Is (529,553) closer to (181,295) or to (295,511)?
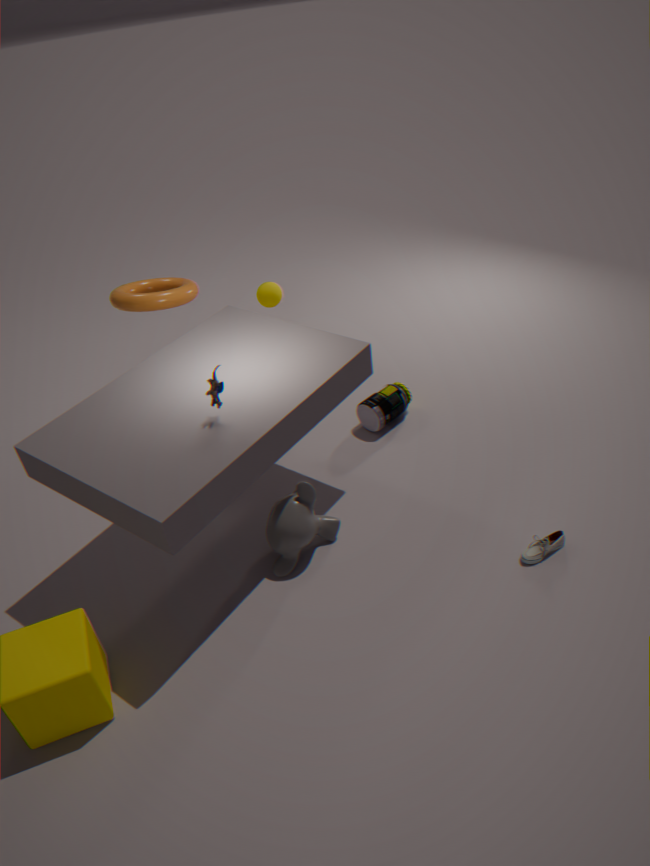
(295,511)
